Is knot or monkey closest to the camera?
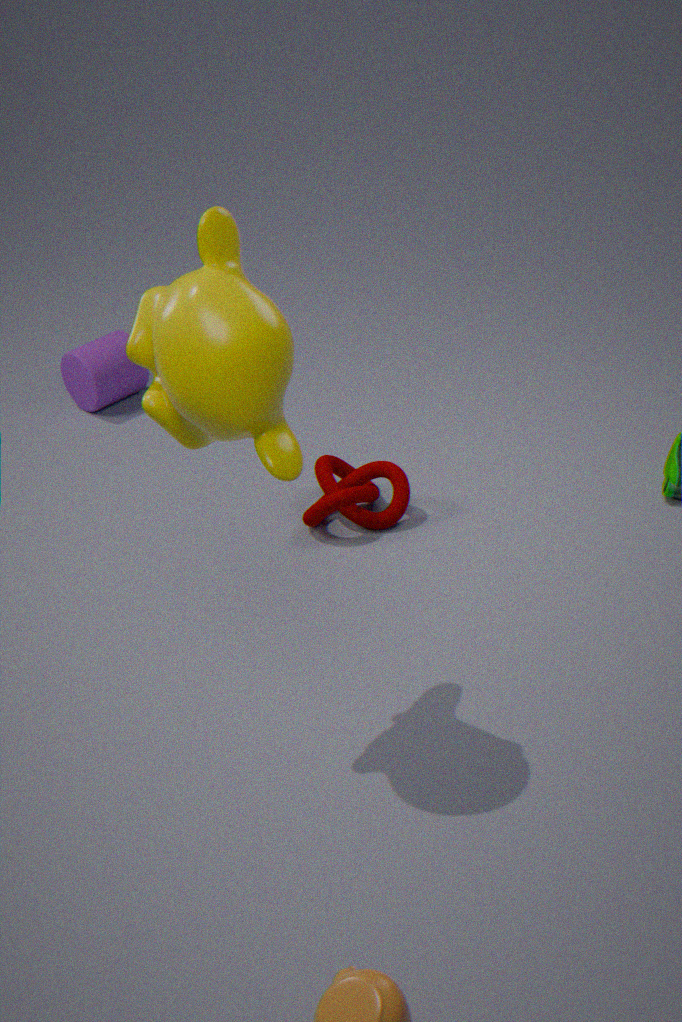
monkey
